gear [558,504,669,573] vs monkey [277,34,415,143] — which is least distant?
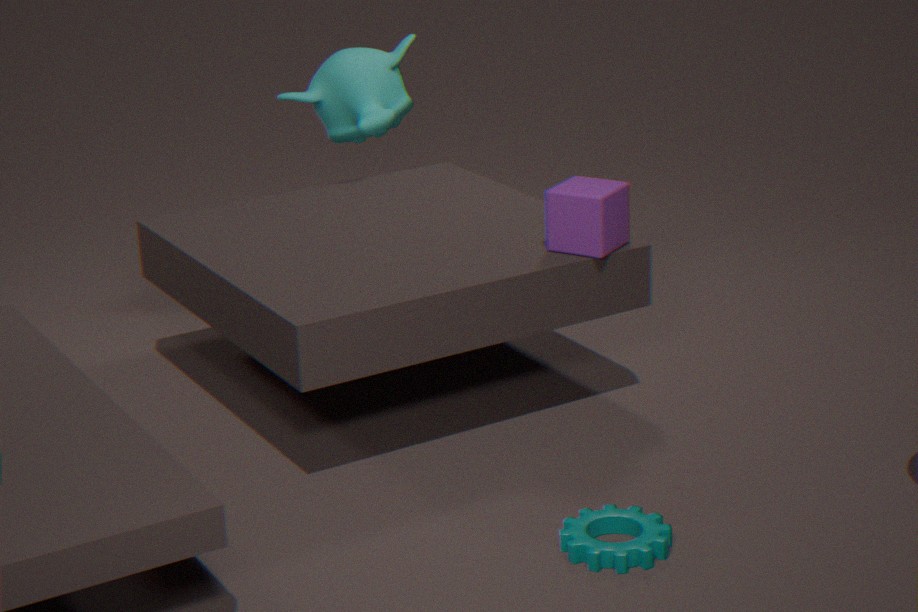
gear [558,504,669,573]
